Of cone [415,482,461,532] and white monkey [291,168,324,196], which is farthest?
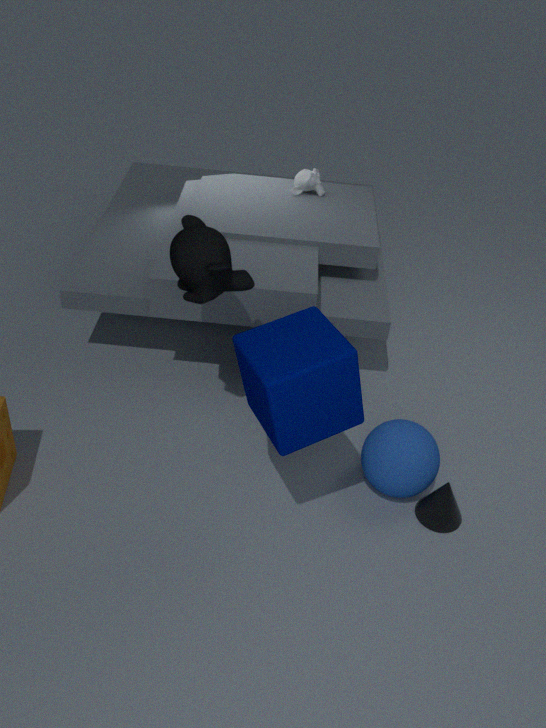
white monkey [291,168,324,196]
